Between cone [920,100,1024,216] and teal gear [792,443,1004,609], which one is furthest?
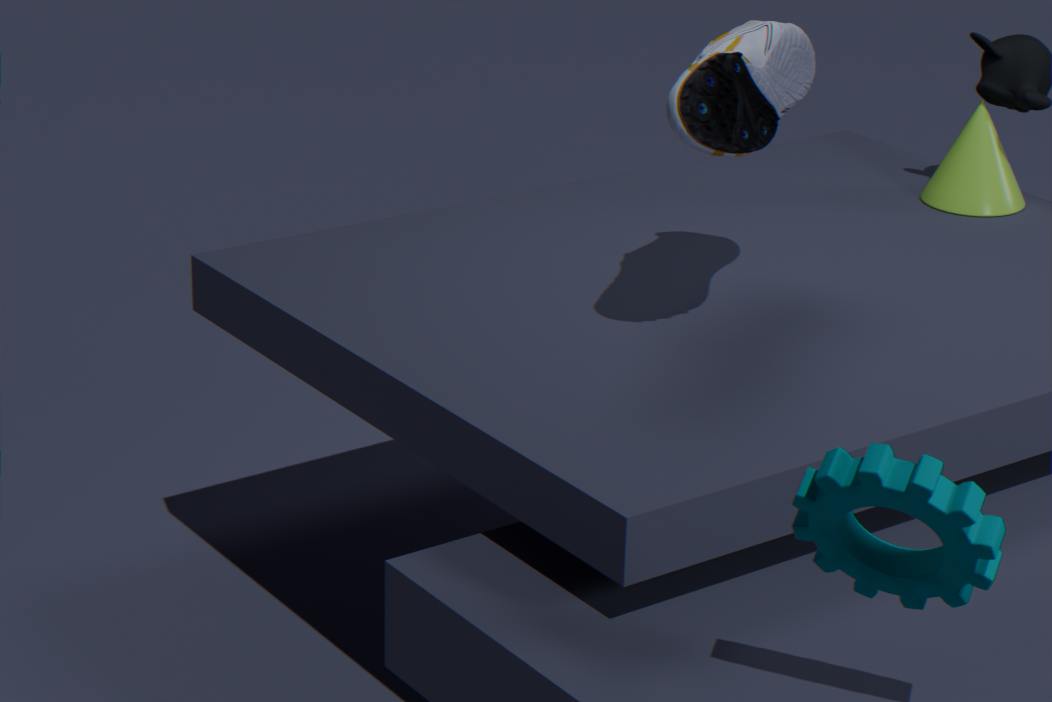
cone [920,100,1024,216]
